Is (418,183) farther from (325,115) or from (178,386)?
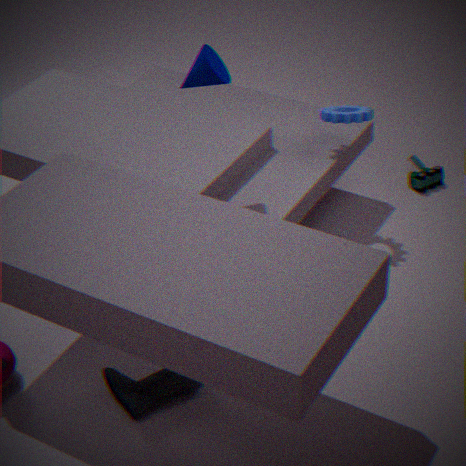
(178,386)
